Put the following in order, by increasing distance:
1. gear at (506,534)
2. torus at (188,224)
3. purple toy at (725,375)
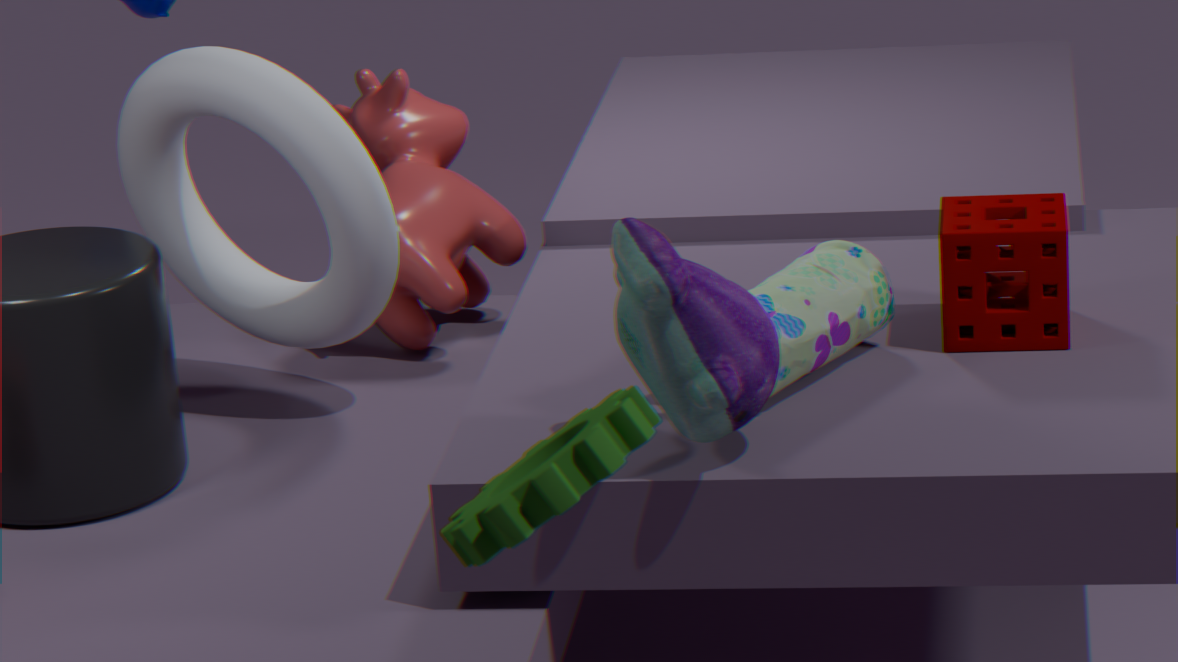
gear at (506,534) → purple toy at (725,375) → torus at (188,224)
